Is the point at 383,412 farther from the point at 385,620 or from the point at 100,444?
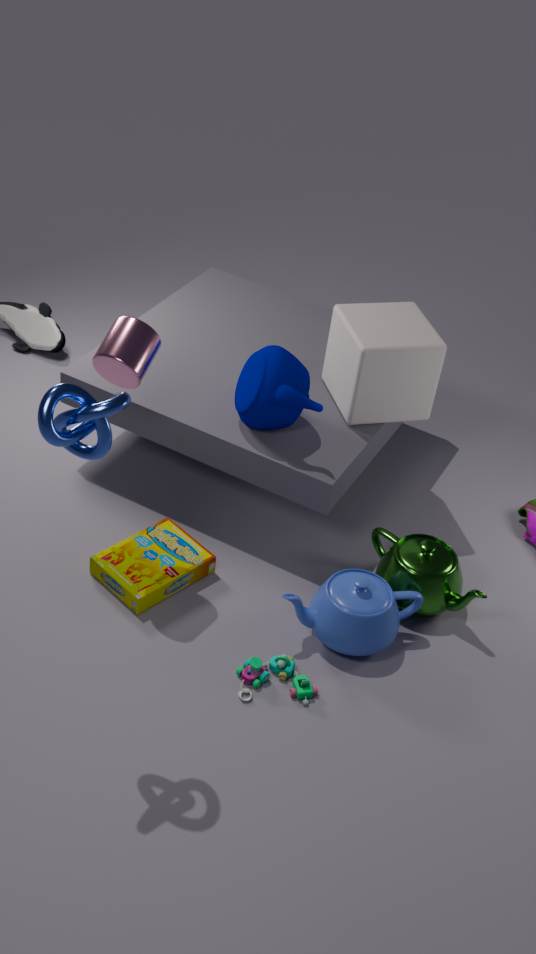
the point at 100,444
